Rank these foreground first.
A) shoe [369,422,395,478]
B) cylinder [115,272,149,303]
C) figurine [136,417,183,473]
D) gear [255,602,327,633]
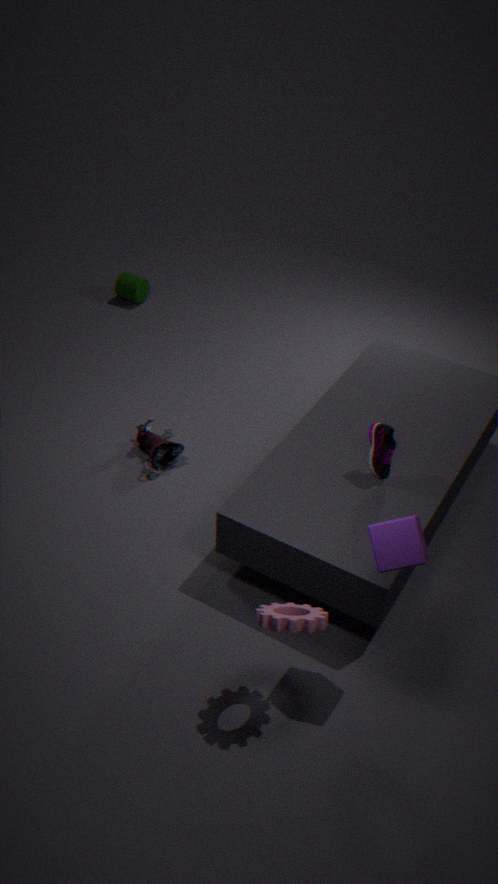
gear [255,602,327,633], shoe [369,422,395,478], figurine [136,417,183,473], cylinder [115,272,149,303]
